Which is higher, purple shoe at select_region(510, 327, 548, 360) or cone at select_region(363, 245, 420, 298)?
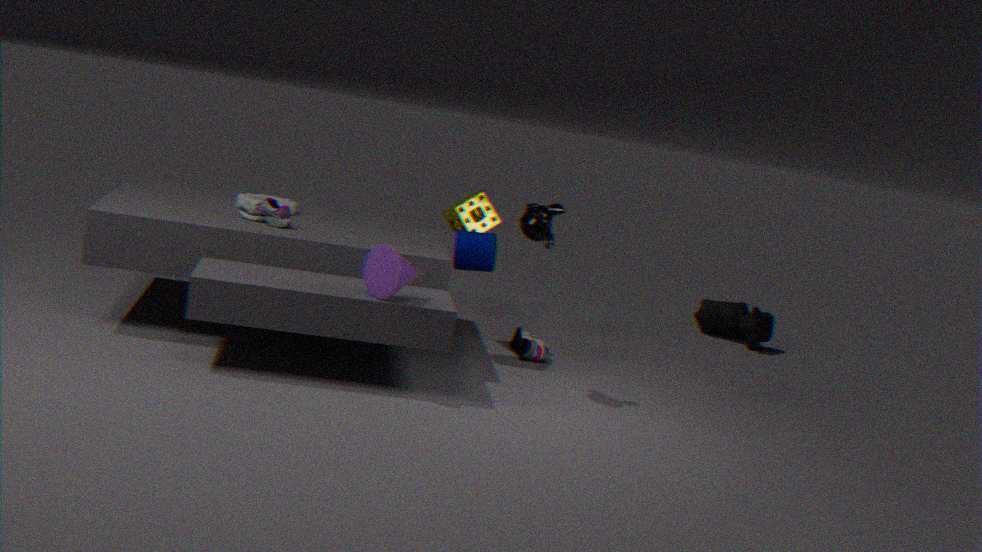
cone at select_region(363, 245, 420, 298)
